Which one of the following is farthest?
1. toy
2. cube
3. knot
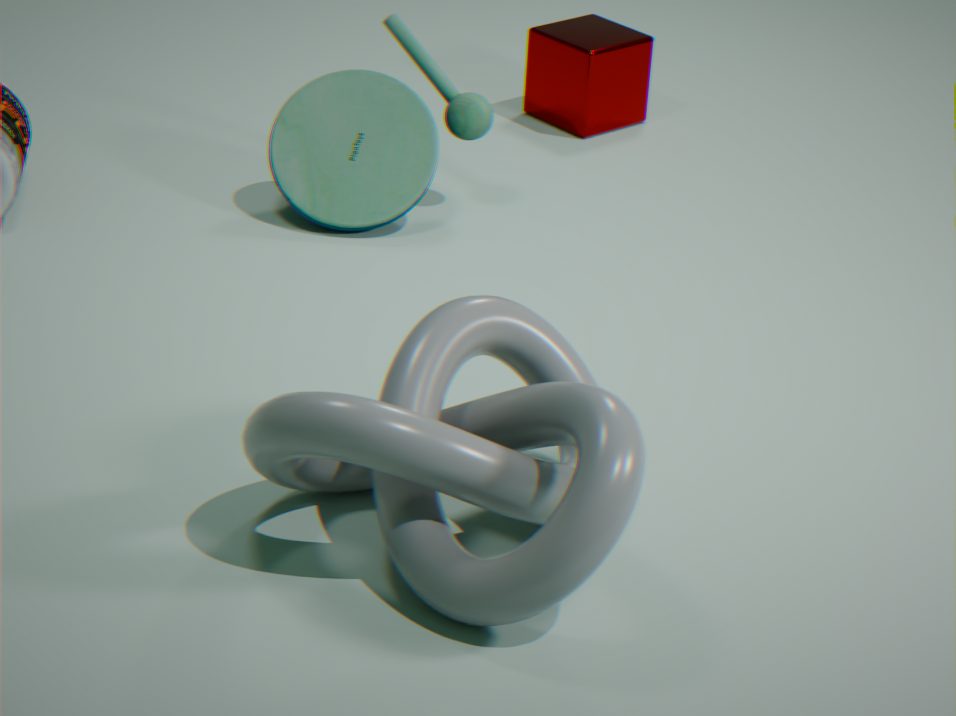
cube
